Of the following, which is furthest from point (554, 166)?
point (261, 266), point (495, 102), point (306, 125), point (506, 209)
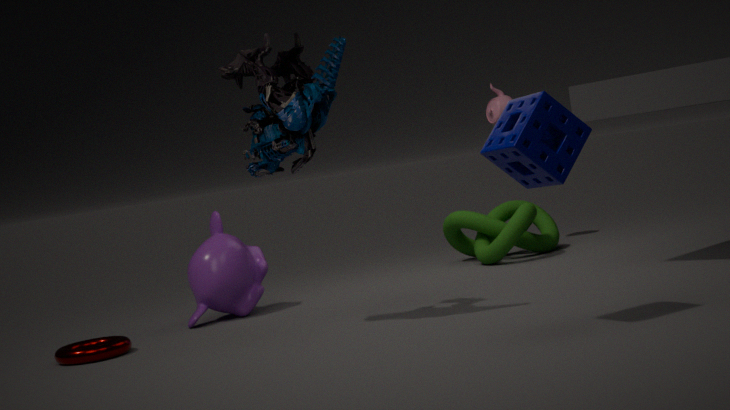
point (495, 102)
